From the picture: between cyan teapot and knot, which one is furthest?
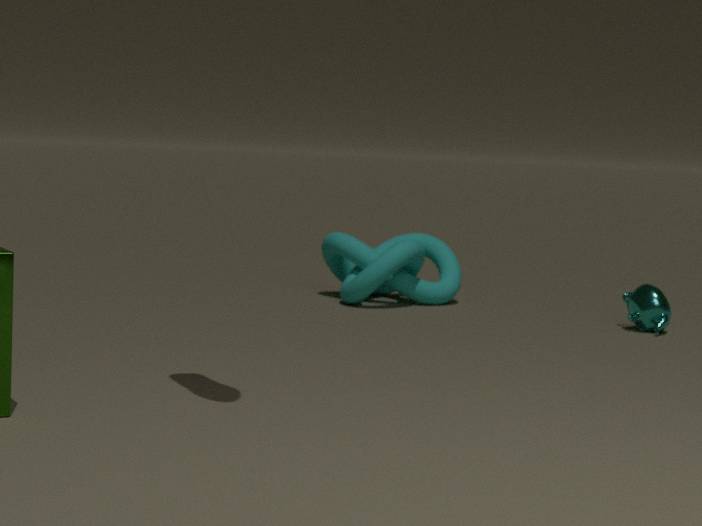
knot
